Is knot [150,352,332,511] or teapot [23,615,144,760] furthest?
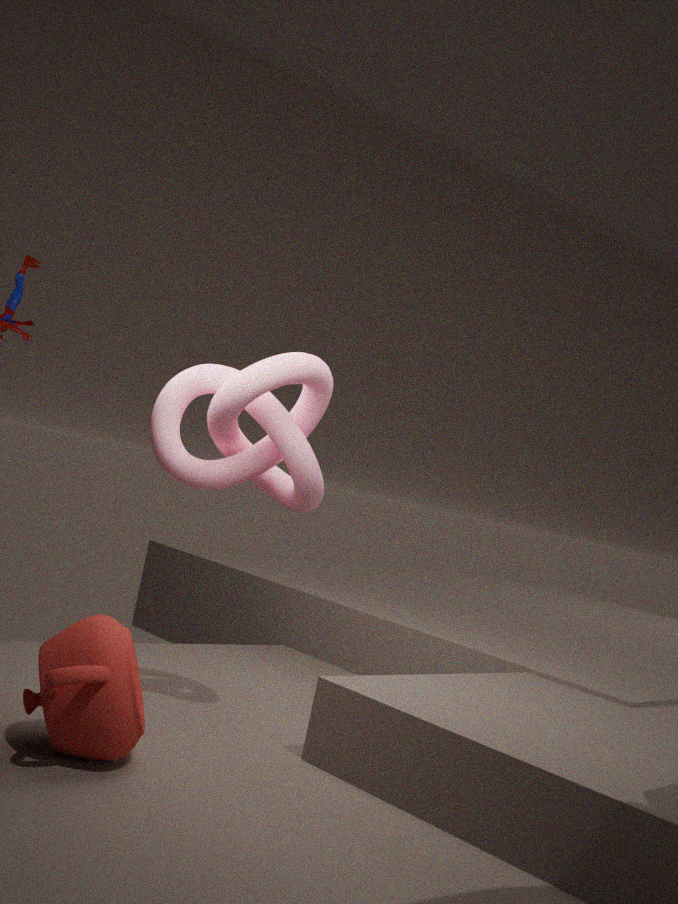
knot [150,352,332,511]
